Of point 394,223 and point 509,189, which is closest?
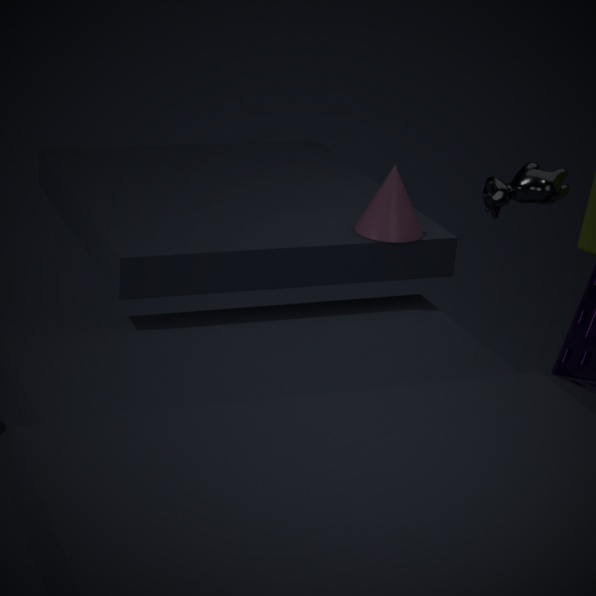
point 509,189
